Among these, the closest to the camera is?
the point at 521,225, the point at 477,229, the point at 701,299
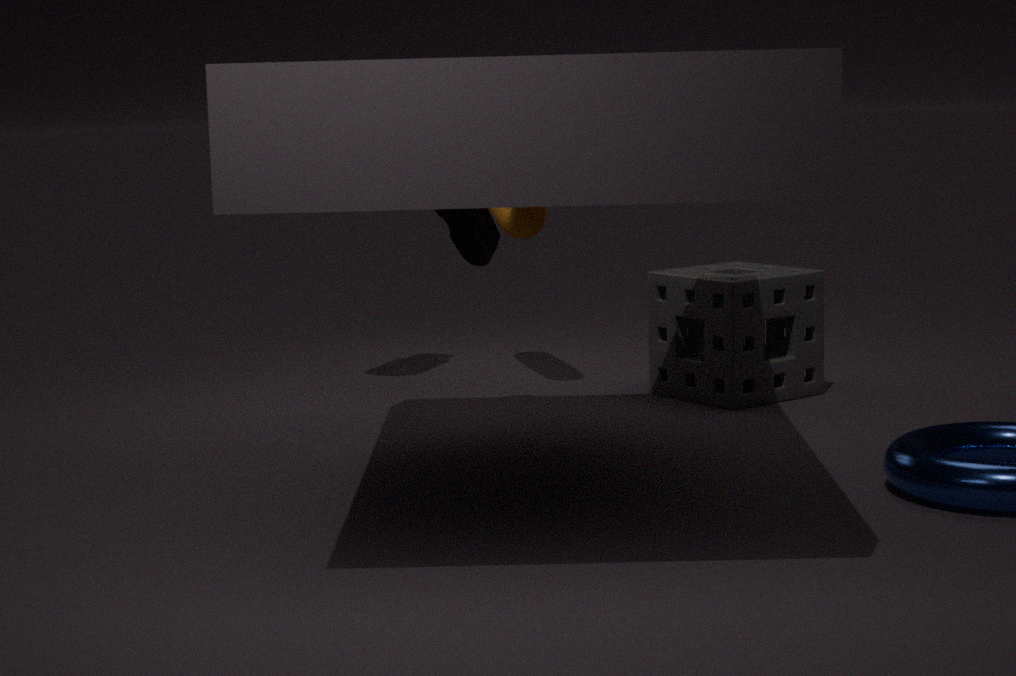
the point at 477,229
